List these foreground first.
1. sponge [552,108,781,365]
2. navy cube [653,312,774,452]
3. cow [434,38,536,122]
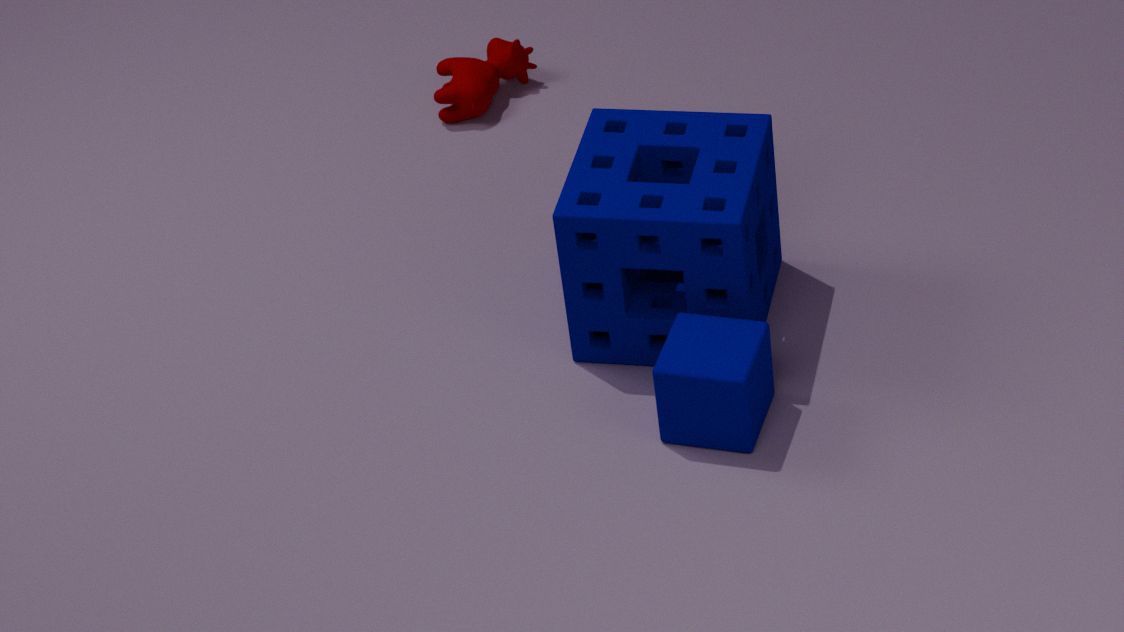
navy cube [653,312,774,452]
sponge [552,108,781,365]
cow [434,38,536,122]
